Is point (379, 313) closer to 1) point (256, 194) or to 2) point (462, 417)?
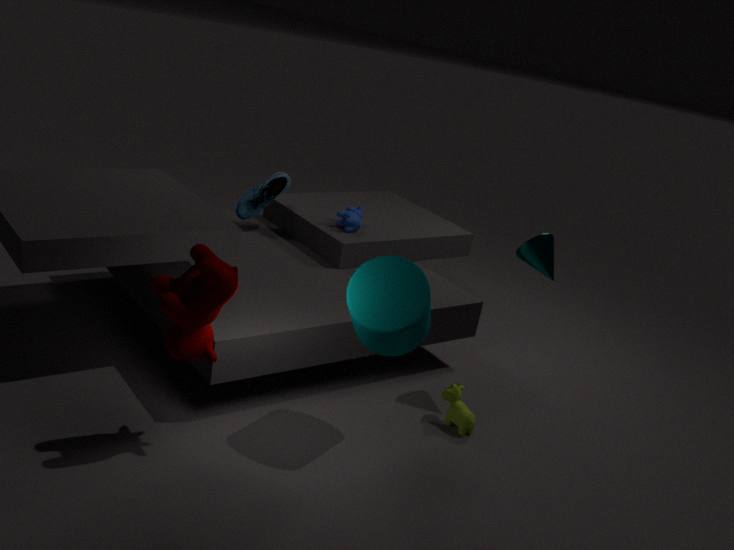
2) point (462, 417)
